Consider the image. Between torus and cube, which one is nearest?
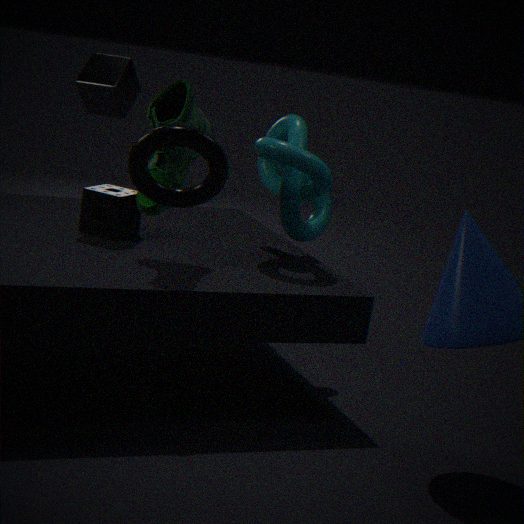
torus
